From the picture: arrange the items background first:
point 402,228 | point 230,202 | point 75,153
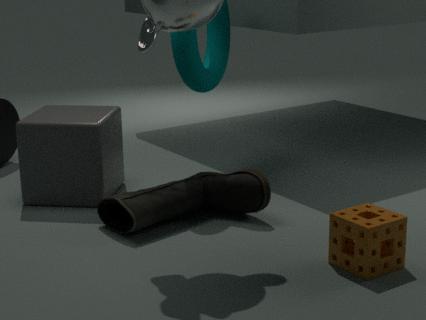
point 75,153 < point 230,202 < point 402,228
